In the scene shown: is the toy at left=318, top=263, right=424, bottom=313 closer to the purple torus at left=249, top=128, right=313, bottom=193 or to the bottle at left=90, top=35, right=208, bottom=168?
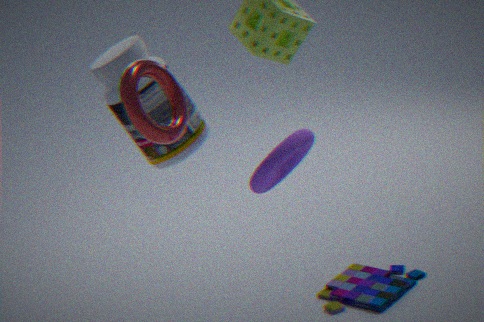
the purple torus at left=249, top=128, right=313, bottom=193
